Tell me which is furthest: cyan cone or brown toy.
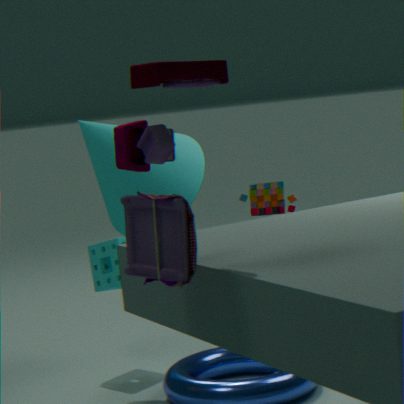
brown toy
